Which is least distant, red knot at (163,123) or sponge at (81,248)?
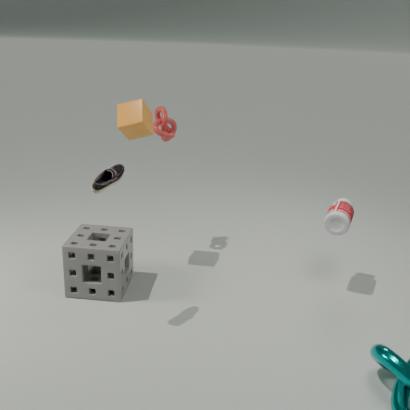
sponge at (81,248)
